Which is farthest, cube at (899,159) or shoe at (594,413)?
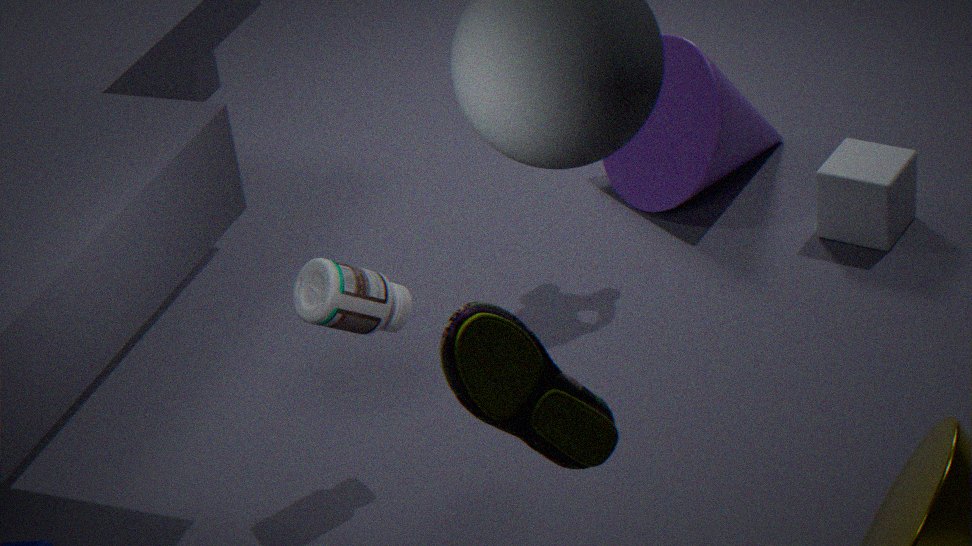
cube at (899,159)
